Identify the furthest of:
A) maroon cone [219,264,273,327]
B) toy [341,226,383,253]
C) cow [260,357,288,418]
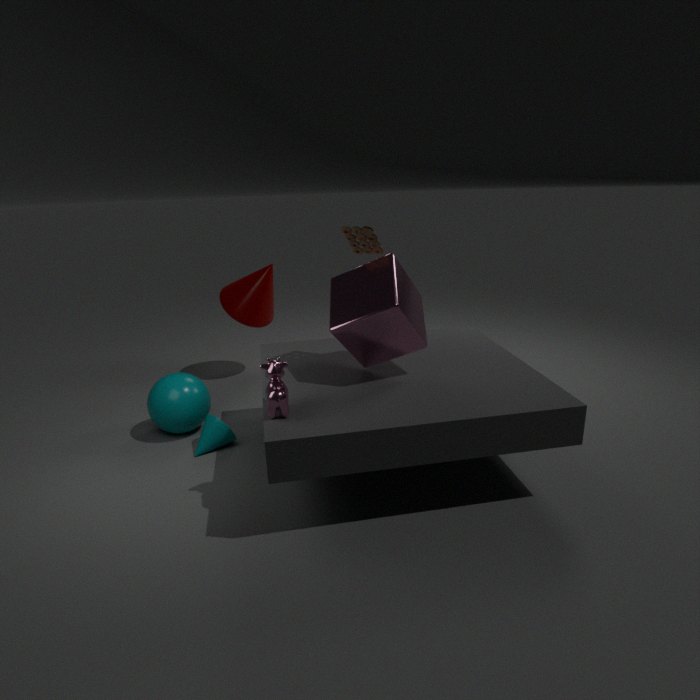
maroon cone [219,264,273,327]
